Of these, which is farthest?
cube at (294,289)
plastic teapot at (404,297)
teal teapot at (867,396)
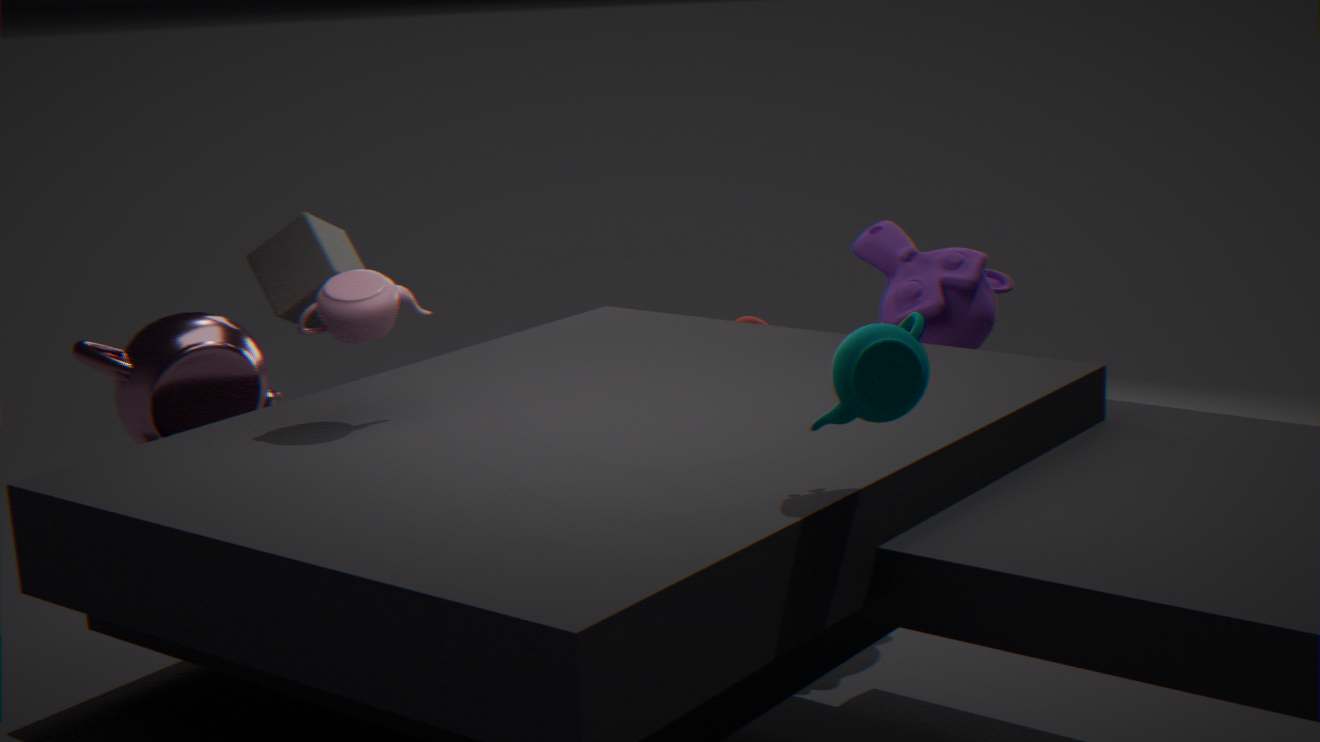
cube at (294,289)
